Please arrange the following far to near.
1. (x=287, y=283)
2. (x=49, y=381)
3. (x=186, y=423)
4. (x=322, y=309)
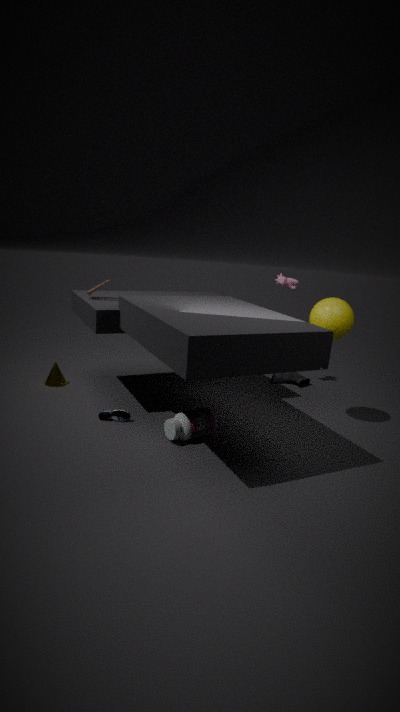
1. (x=287, y=283)
2. (x=49, y=381)
3. (x=322, y=309)
4. (x=186, y=423)
